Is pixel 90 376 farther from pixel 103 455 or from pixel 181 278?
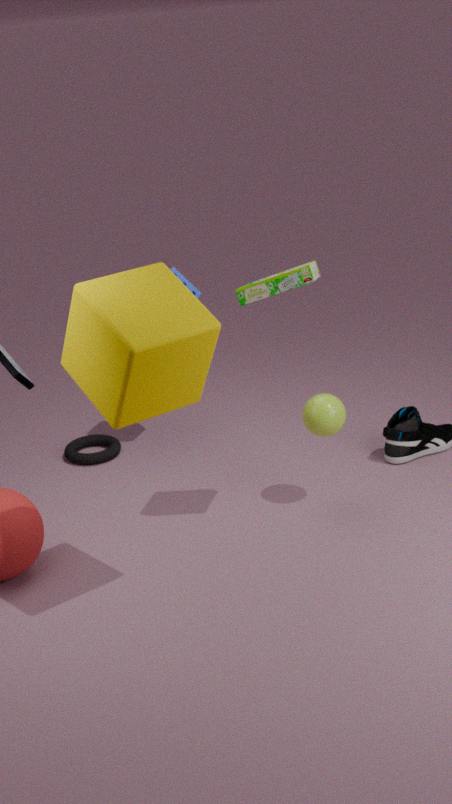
pixel 103 455
